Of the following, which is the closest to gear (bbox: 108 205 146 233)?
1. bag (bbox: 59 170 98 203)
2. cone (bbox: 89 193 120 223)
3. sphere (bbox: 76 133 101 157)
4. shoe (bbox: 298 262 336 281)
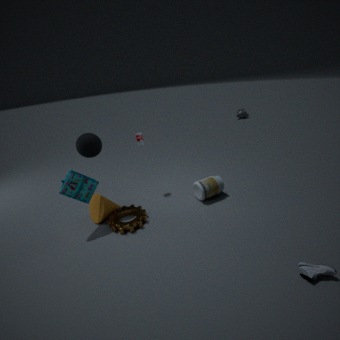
cone (bbox: 89 193 120 223)
